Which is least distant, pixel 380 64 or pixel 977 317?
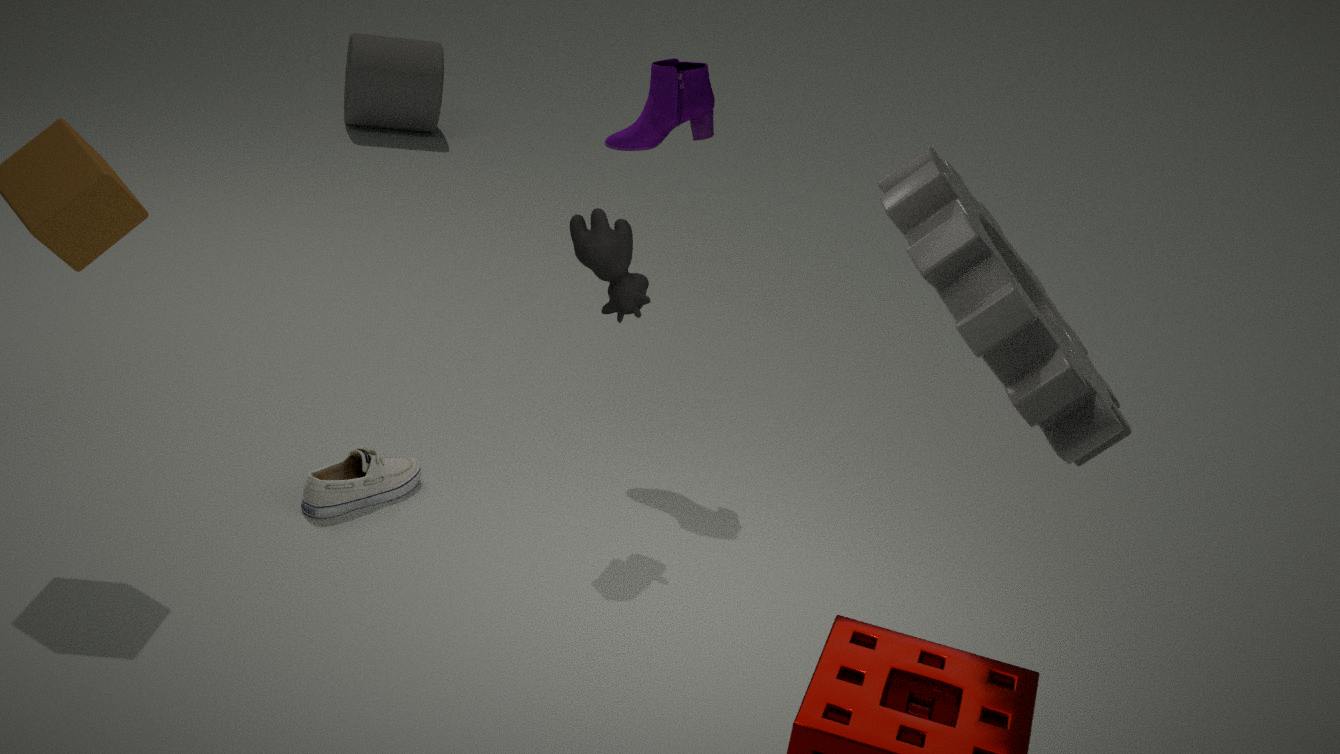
pixel 977 317
